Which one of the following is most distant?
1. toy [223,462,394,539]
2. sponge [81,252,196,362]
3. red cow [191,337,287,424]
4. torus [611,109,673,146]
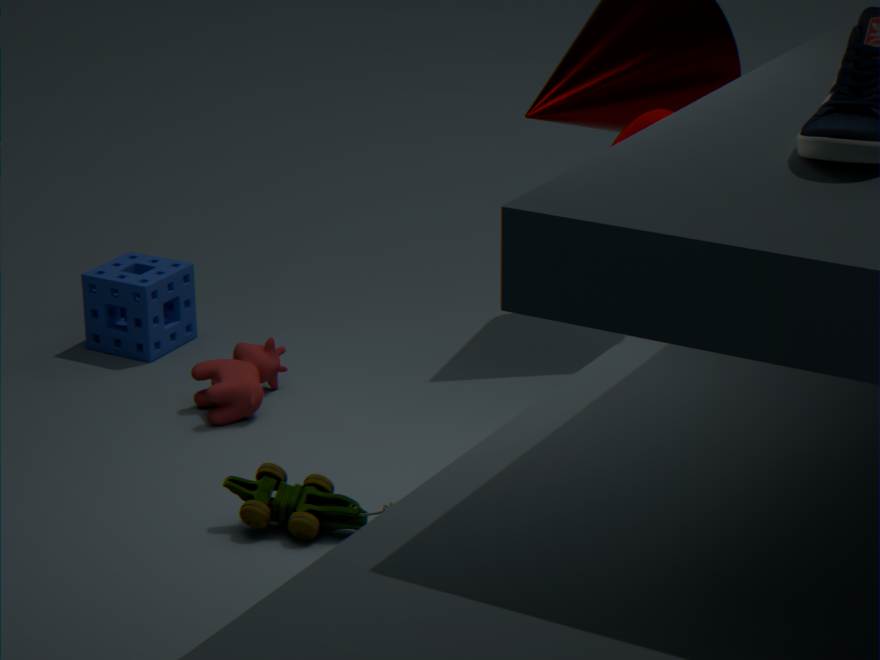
sponge [81,252,196,362]
